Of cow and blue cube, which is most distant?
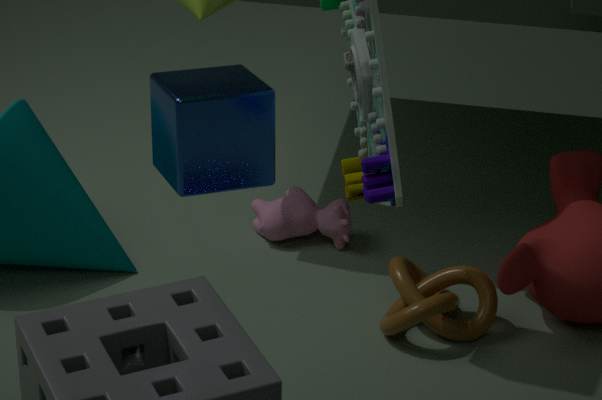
cow
